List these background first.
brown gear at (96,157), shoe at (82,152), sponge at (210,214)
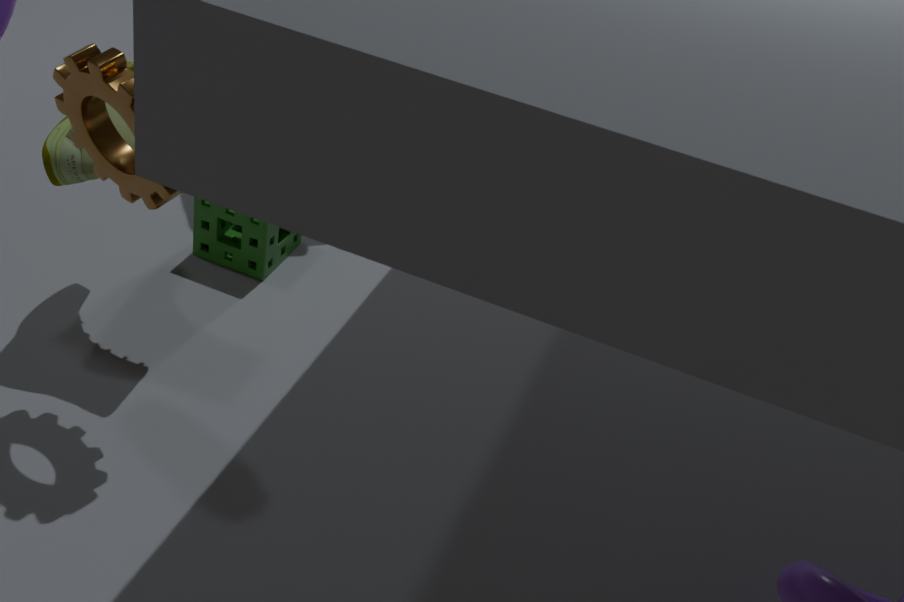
sponge at (210,214), shoe at (82,152), brown gear at (96,157)
